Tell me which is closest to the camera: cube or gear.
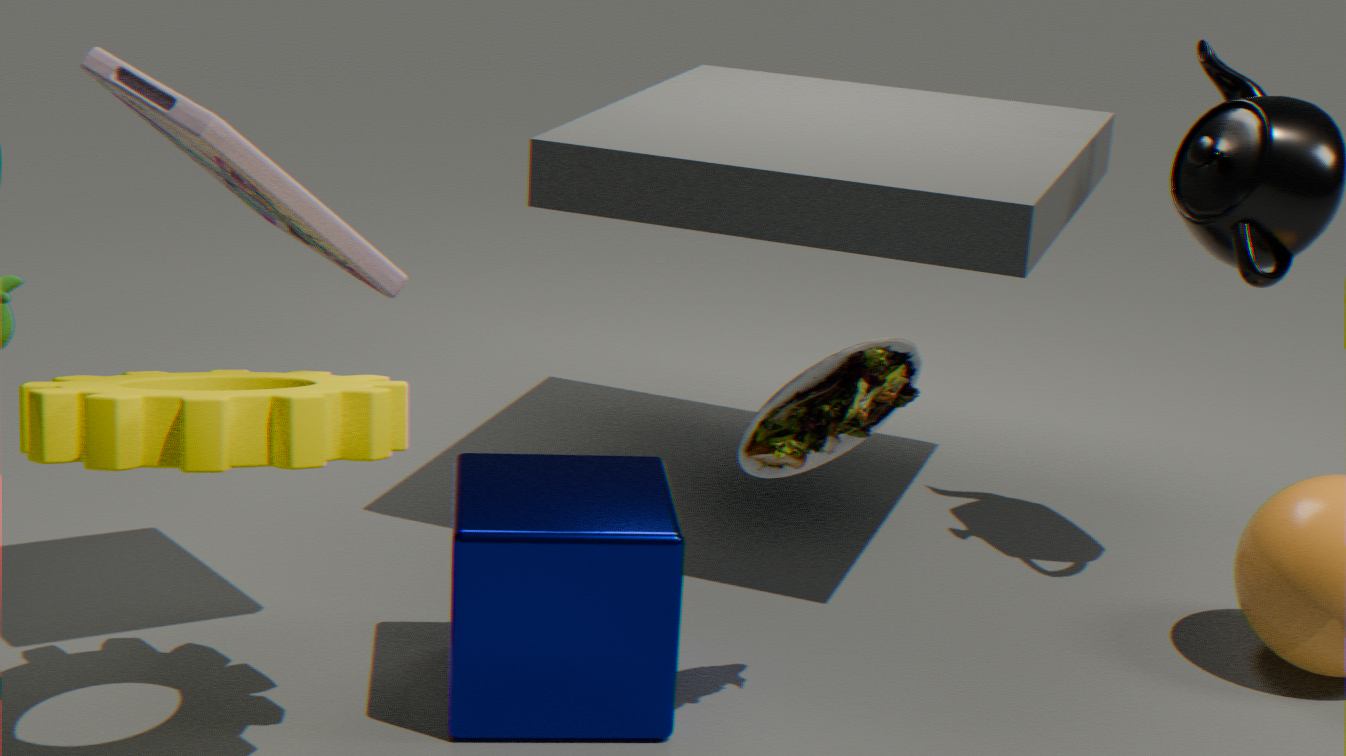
gear
